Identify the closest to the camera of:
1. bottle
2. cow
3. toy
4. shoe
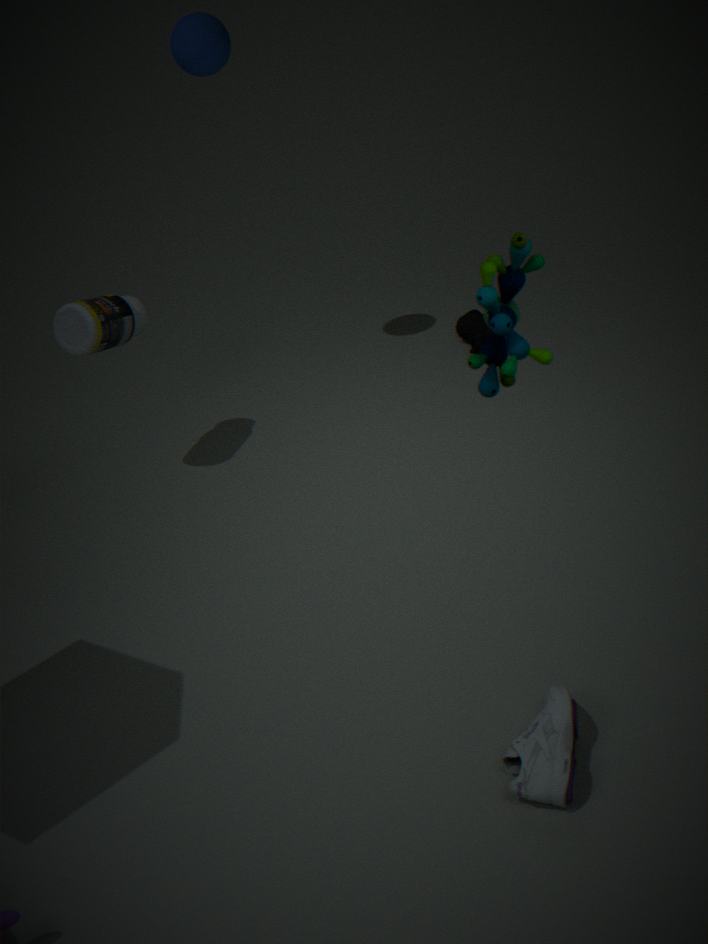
toy
